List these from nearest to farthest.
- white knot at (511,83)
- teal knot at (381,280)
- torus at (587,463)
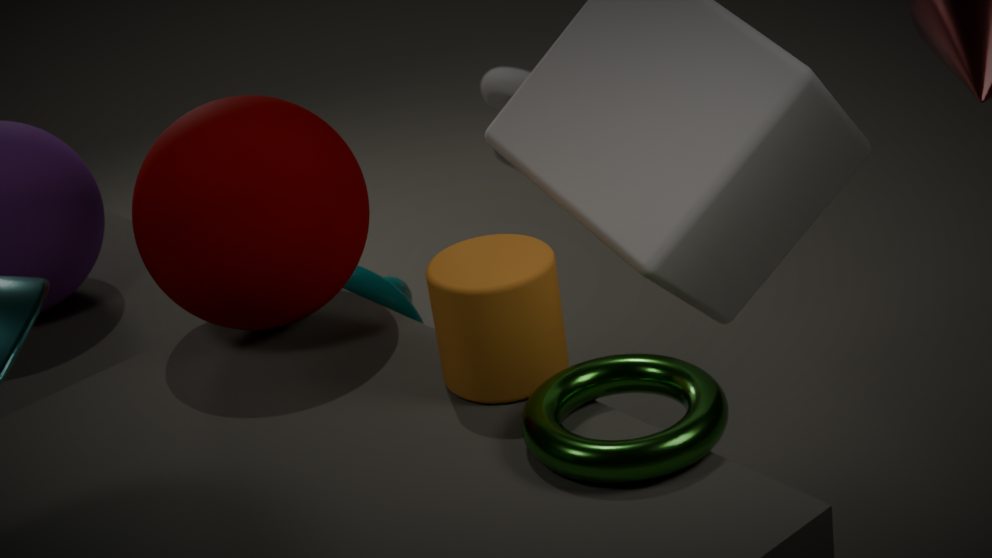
1. torus at (587,463)
2. teal knot at (381,280)
3. white knot at (511,83)
